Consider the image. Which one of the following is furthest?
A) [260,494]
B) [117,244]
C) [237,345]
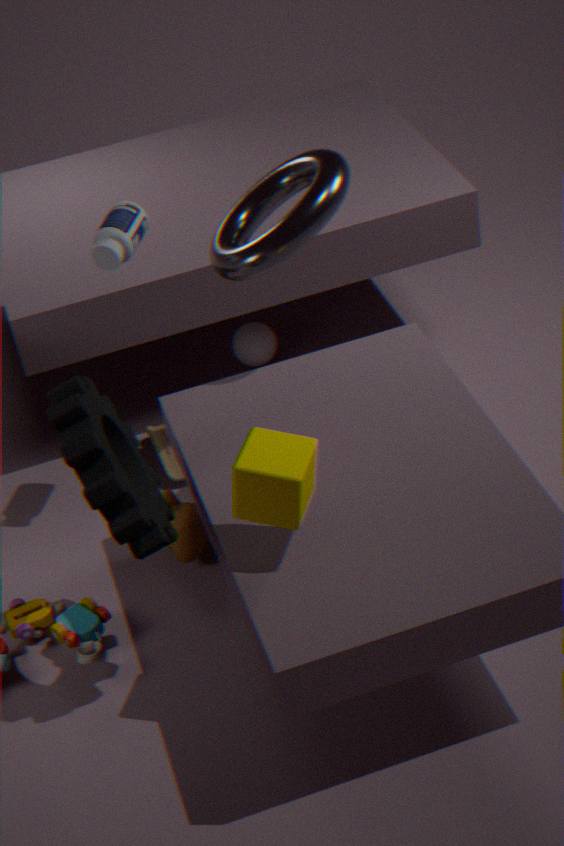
[237,345]
